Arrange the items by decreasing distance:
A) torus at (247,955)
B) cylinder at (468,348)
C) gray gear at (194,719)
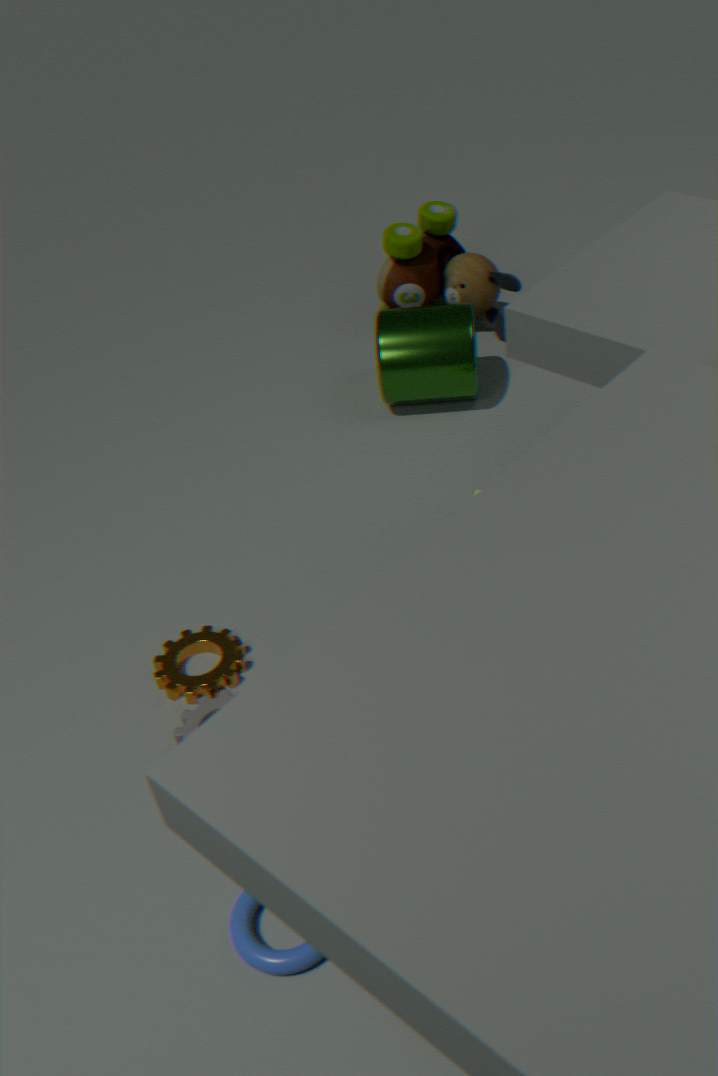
cylinder at (468,348) → gray gear at (194,719) → torus at (247,955)
